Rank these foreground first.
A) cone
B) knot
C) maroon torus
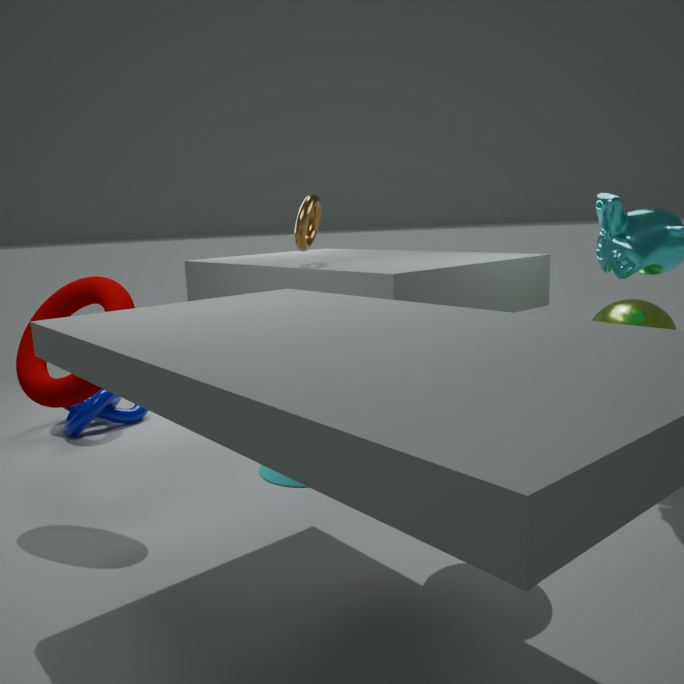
maroon torus
cone
knot
